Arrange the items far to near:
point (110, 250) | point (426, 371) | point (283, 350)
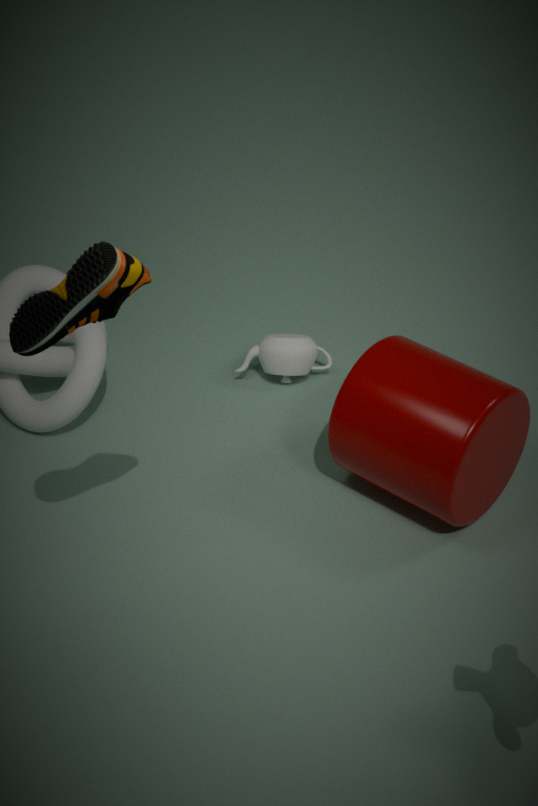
point (283, 350), point (426, 371), point (110, 250)
